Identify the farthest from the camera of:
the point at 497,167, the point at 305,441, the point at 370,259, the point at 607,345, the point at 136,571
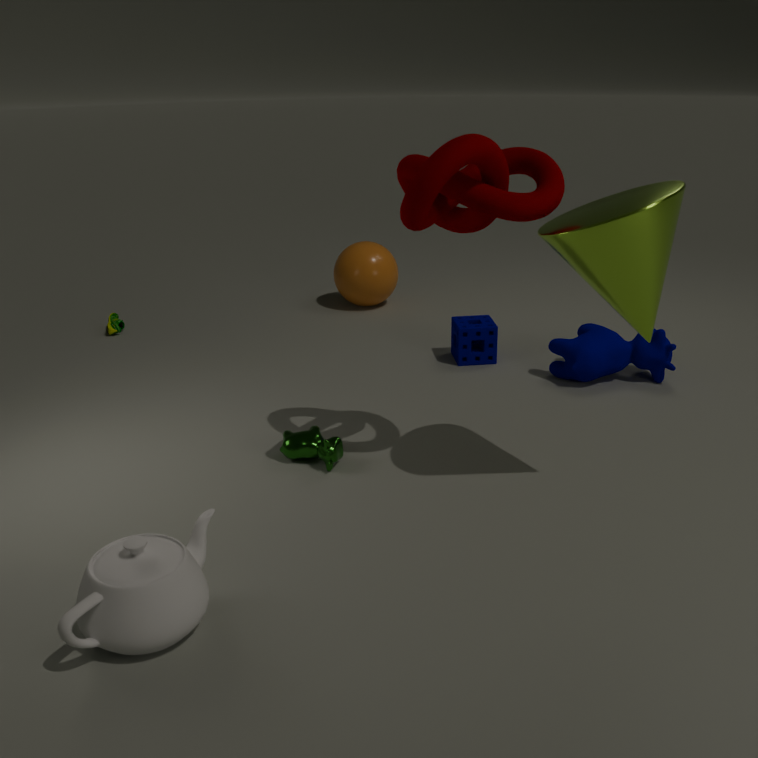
the point at 370,259
